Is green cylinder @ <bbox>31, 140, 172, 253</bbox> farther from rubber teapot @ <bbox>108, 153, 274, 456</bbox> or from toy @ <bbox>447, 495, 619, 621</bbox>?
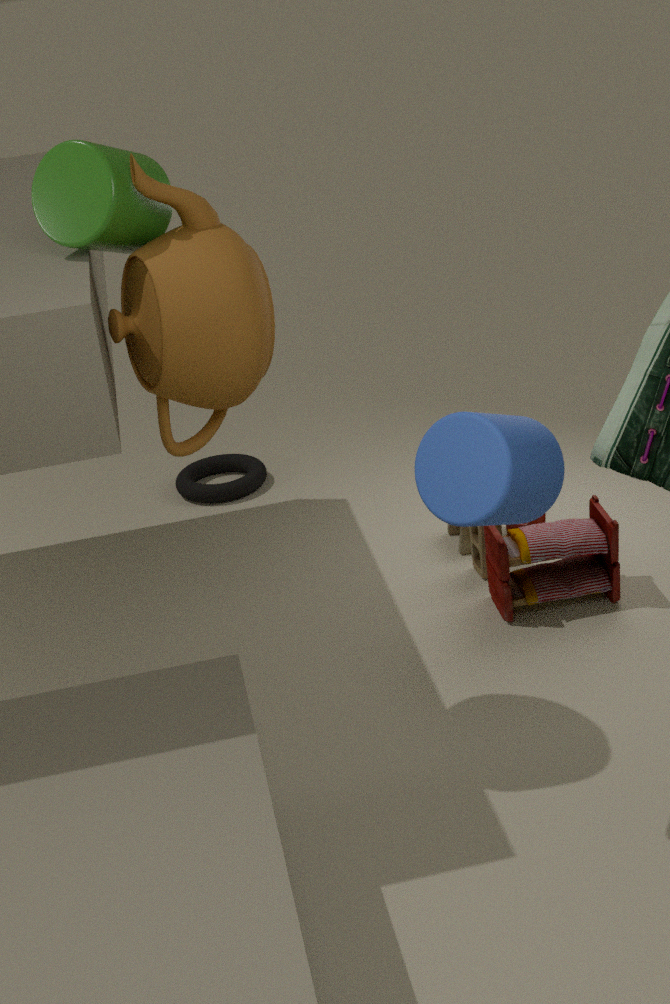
toy @ <bbox>447, 495, 619, 621</bbox>
